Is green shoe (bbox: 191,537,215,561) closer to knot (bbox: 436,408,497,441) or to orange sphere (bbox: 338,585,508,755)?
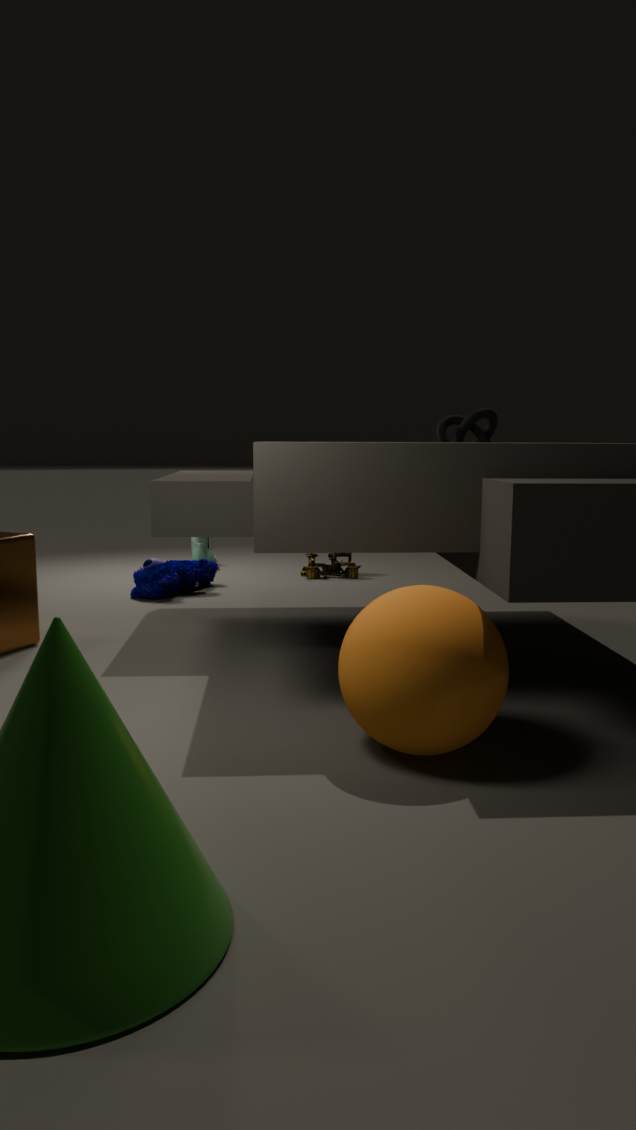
knot (bbox: 436,408,497,441)
